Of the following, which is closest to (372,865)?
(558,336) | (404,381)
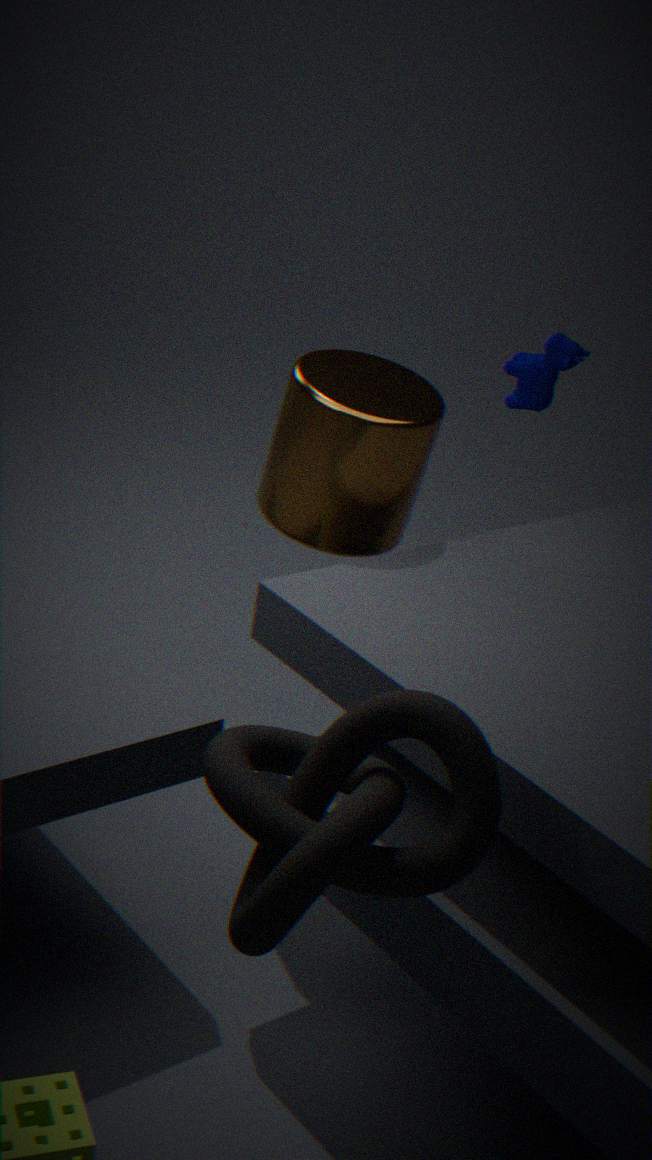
(404,381)
